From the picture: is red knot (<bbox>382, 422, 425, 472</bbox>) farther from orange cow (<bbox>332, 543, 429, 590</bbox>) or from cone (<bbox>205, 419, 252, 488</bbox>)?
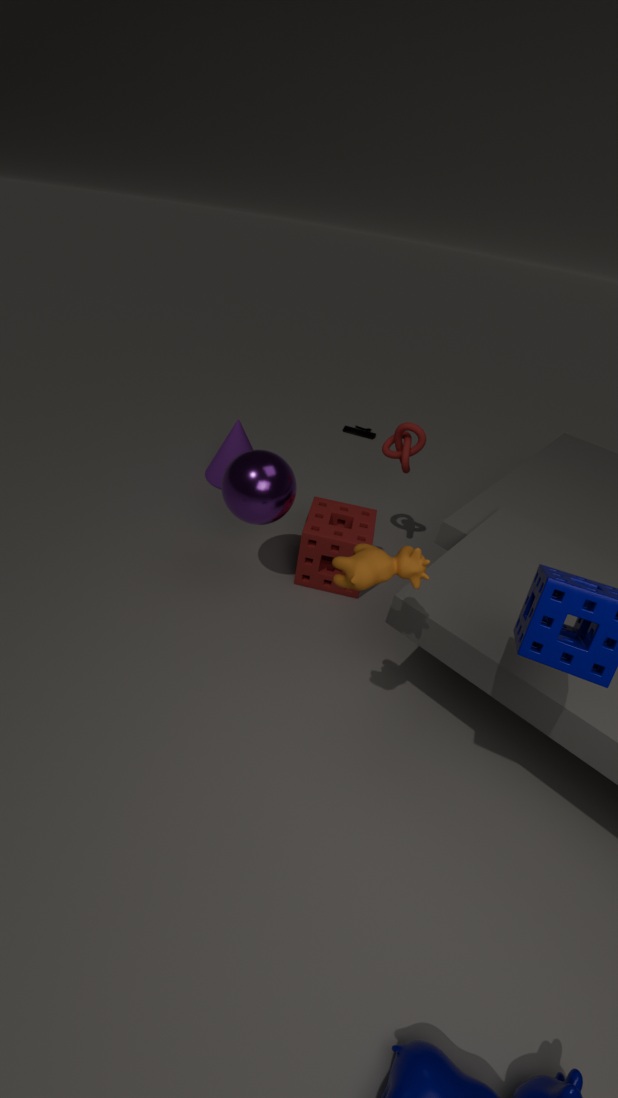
orange cow (<bbox>332, 543, 429, 590</bbox>)
